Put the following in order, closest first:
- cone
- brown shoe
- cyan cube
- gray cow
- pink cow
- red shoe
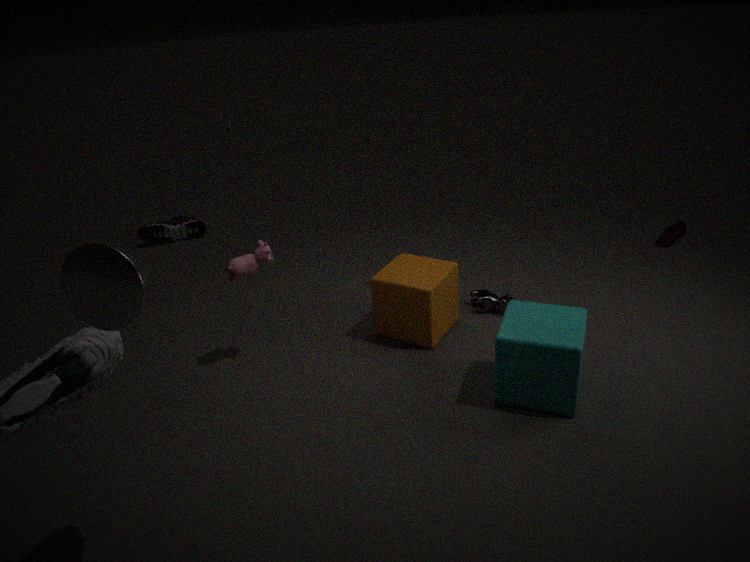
cone < cyan cube < pink cow < gray cow < red shoe < brown shoe
